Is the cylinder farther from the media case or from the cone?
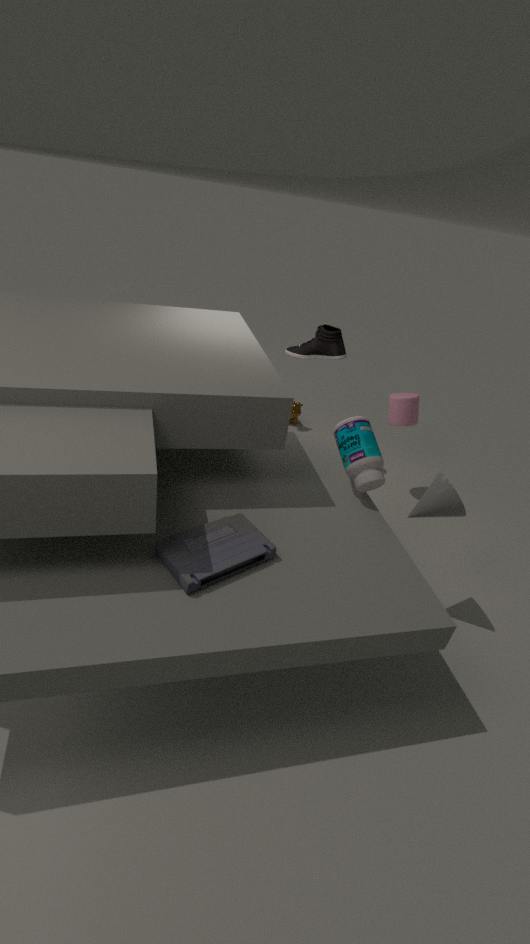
the media case
